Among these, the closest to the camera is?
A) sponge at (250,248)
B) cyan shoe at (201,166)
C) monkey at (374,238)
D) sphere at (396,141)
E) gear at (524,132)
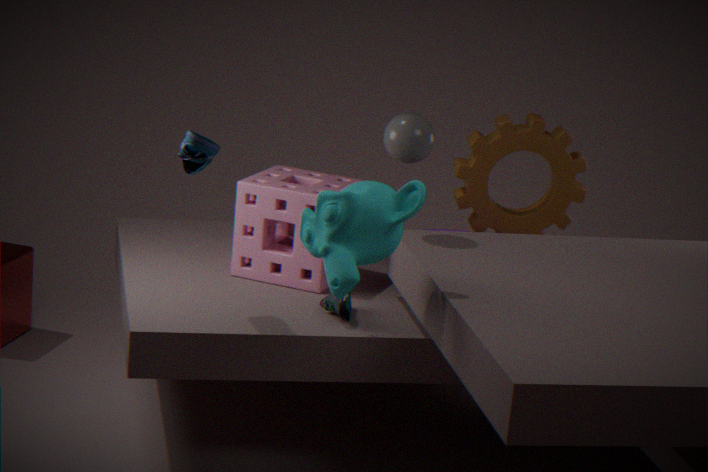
monkey at (374,238)
